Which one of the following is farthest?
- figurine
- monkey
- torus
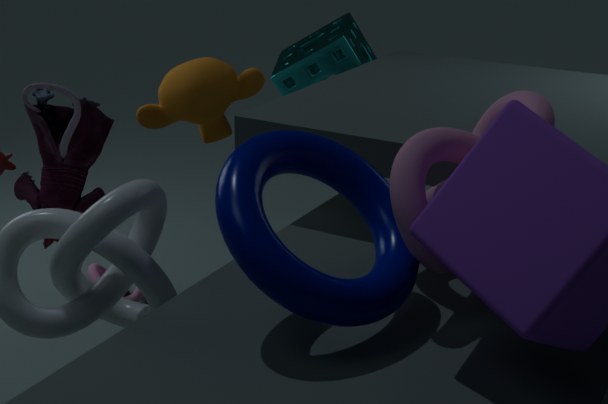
monkey
